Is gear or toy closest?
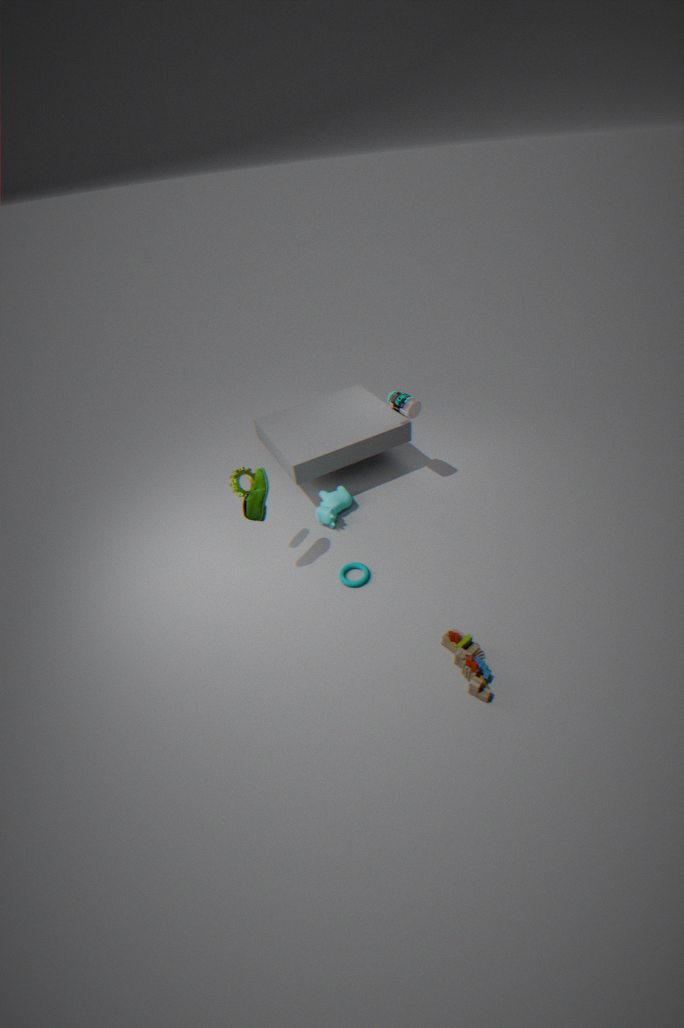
toy
